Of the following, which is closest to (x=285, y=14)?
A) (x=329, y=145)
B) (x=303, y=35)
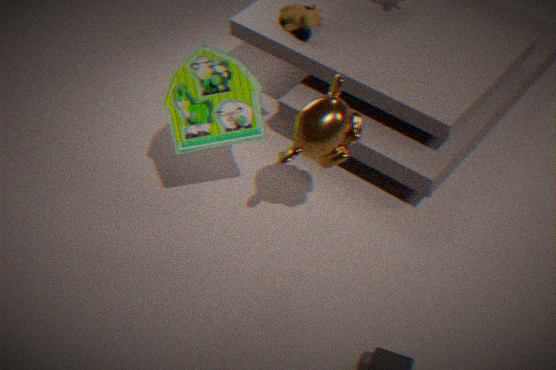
(x=329, y=145)
